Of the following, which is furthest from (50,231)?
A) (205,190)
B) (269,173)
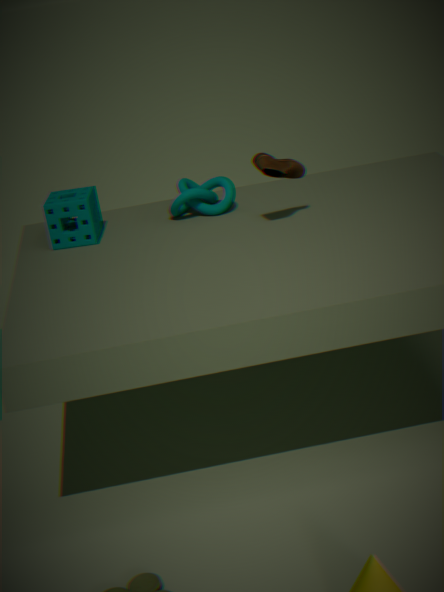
(269,173)
